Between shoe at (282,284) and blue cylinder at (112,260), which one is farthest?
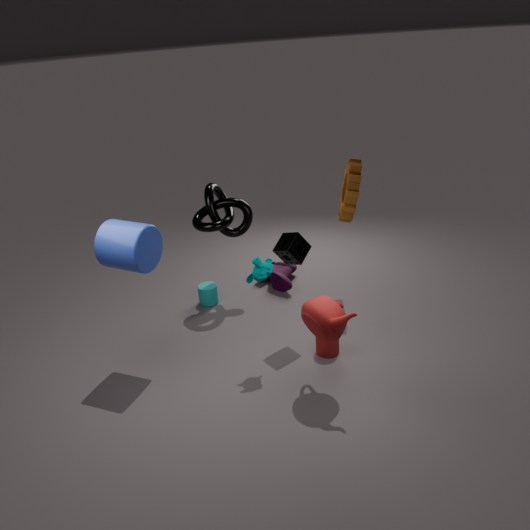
shoe at (282,284)
